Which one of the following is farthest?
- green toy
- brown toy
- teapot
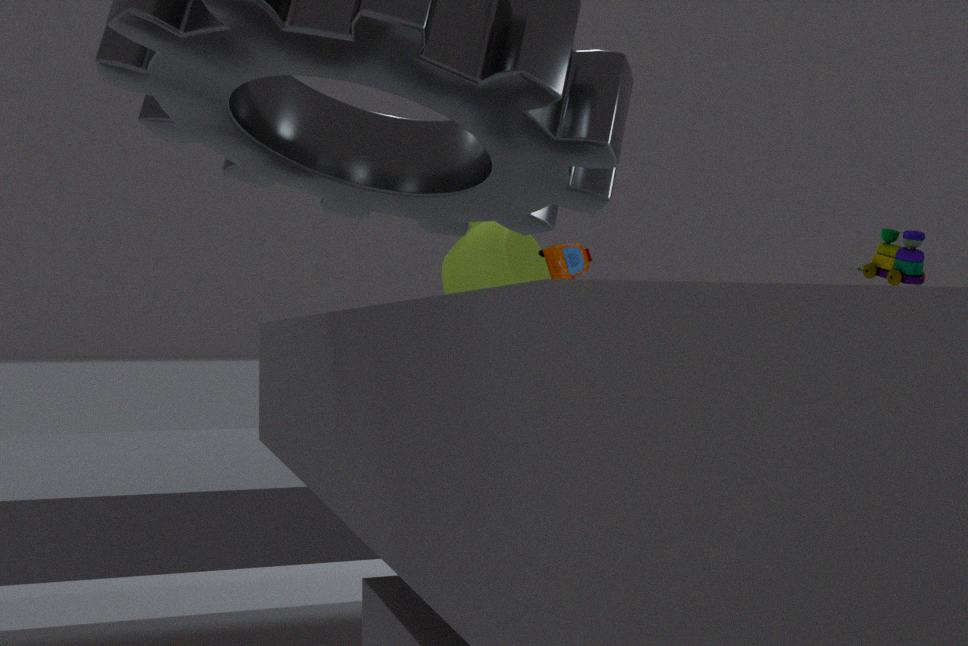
green toy
